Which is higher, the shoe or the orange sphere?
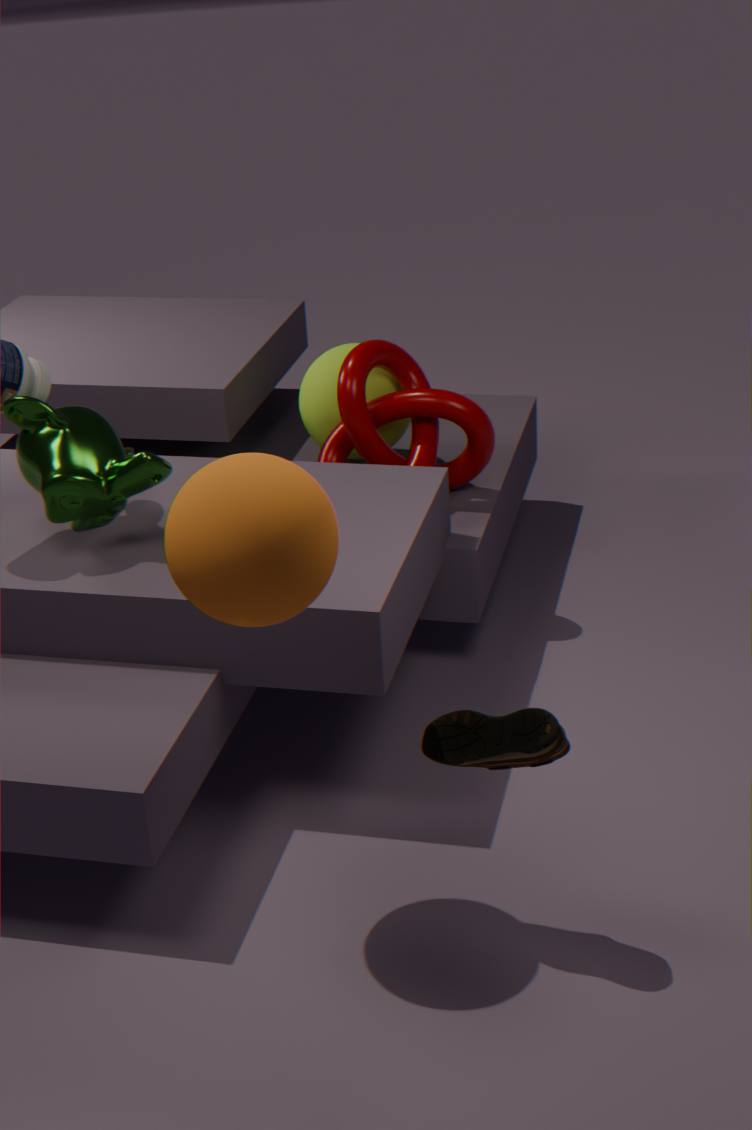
the orange sphere
